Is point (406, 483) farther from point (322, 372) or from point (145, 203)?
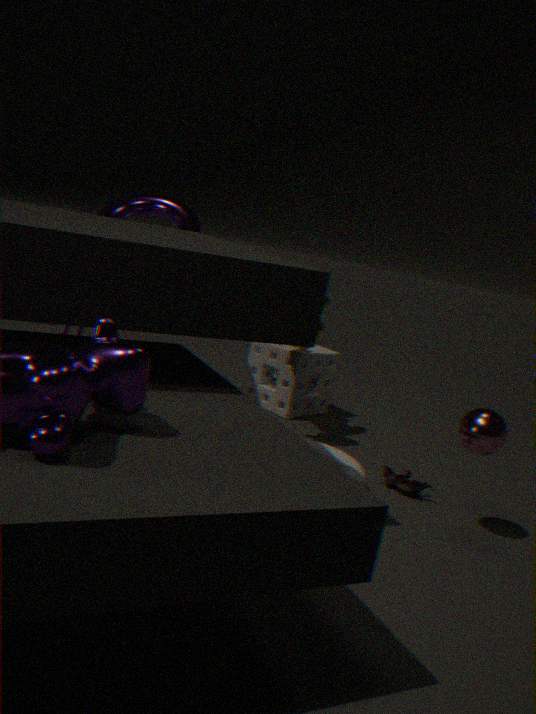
point (145, 203)
